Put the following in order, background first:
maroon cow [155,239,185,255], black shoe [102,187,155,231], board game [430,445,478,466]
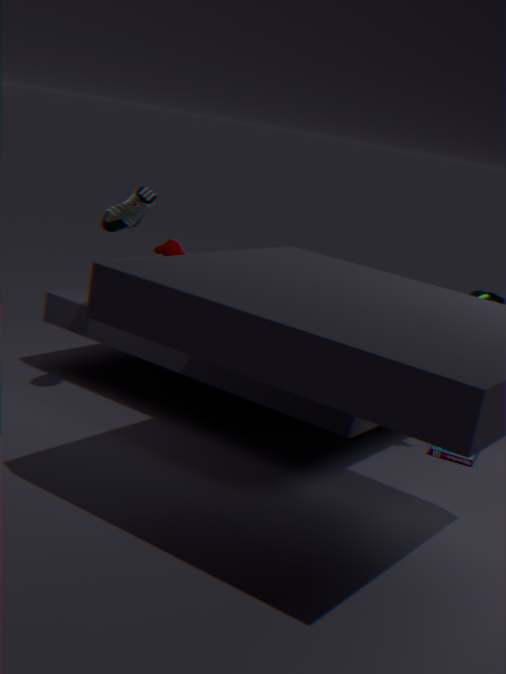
maroon cow [155,239,185,255] → board game [430,445,478,466] → black shoe [102,187,155,231]
